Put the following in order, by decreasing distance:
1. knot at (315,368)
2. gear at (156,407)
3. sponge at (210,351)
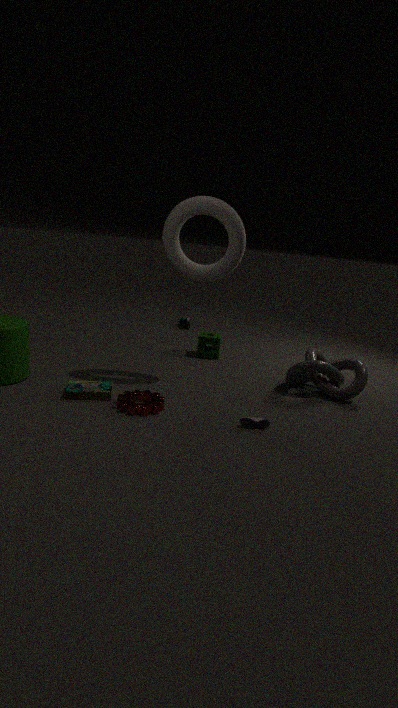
sponge at (210,351)
knot at (315,368)
gear at (156,407)
